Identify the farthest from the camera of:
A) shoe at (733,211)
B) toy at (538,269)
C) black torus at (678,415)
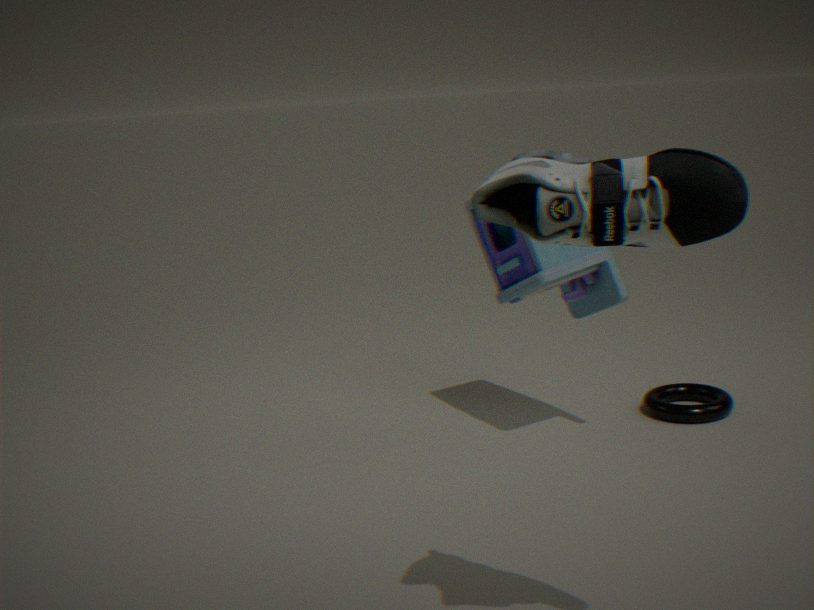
black torus at (678,415)
